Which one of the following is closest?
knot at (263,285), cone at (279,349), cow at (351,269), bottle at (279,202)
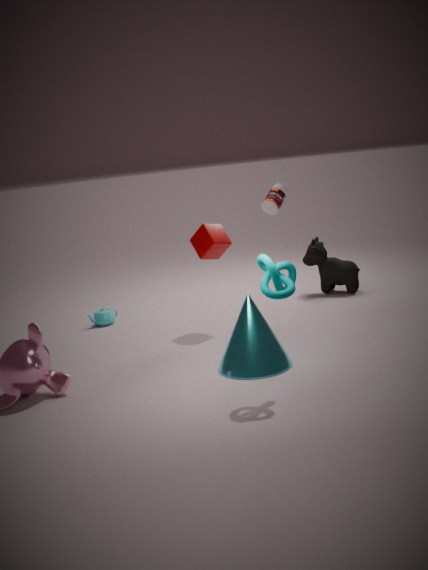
knot at (263,285)
